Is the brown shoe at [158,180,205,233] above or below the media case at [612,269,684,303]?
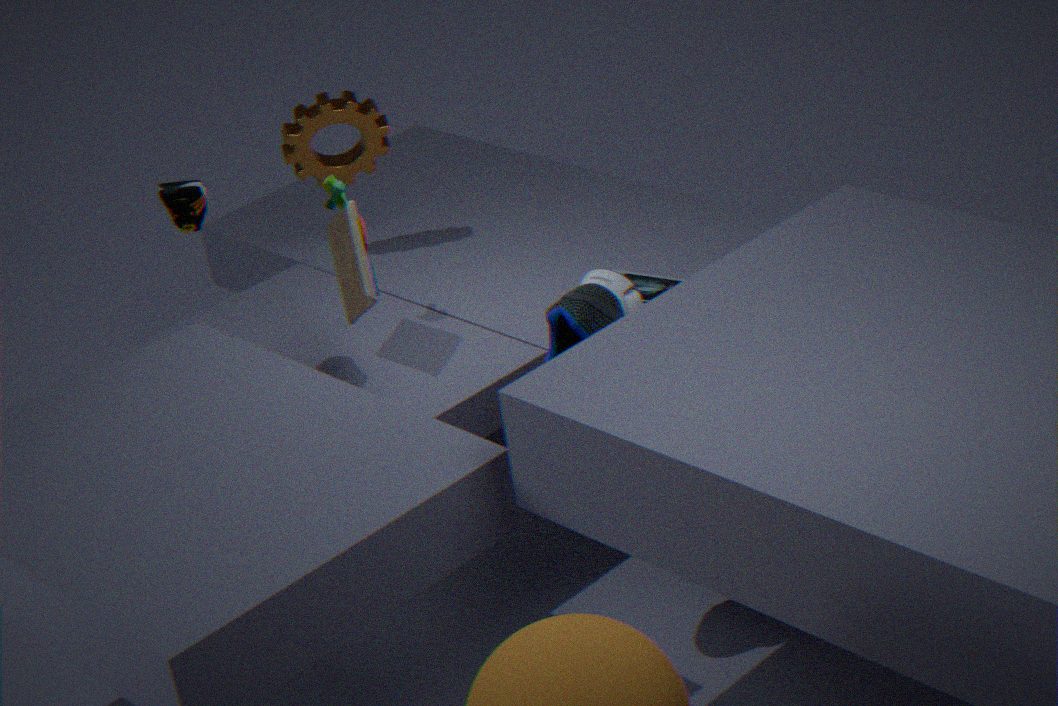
above
